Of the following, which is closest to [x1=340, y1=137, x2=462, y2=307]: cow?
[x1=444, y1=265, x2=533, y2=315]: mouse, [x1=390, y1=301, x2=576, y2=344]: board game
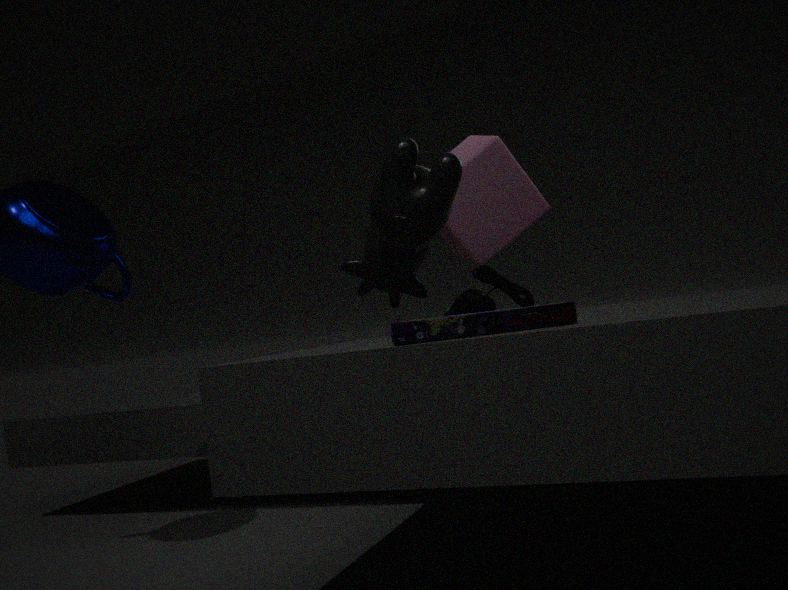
[x1=390, y1=301, x2=576, y2=344]: board game
